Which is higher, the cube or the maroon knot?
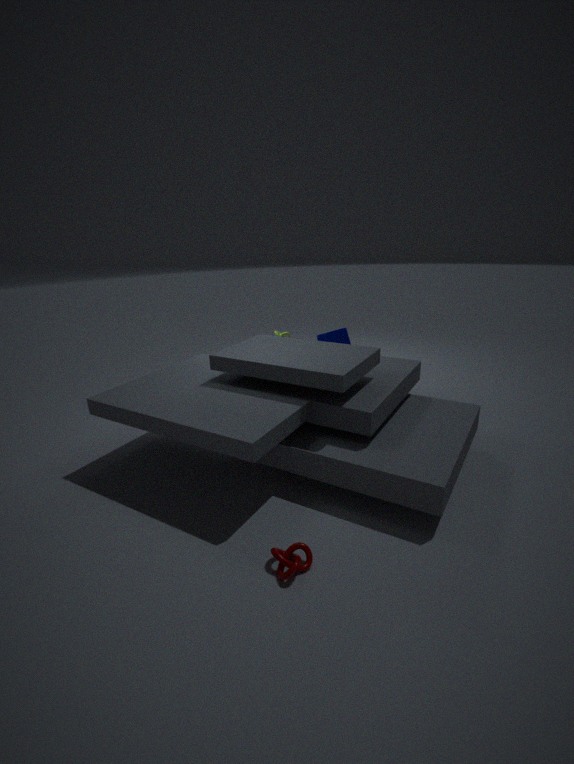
the cube
